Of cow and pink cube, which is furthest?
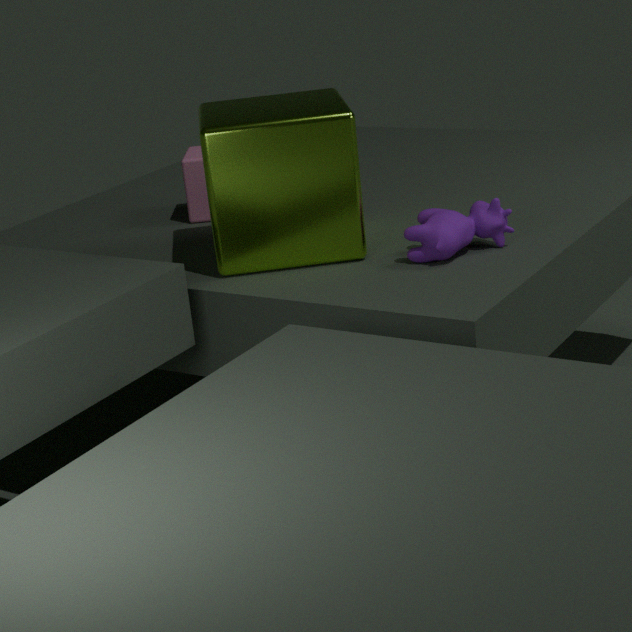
pink cube
